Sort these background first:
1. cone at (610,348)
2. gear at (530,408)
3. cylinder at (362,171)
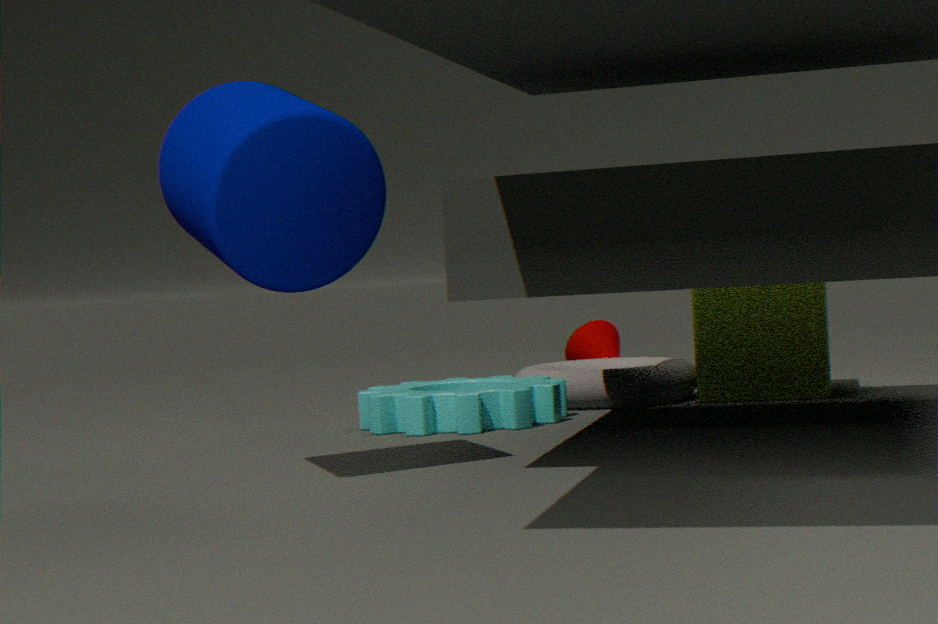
cone at (610,348) < gear at (530,408) < cylinder at (362,171)
